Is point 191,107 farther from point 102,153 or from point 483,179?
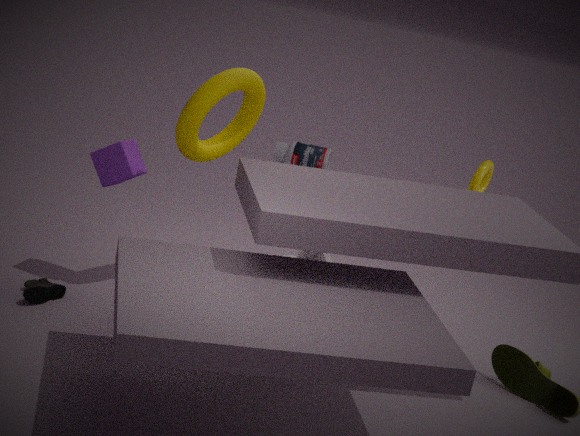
point 483,179
